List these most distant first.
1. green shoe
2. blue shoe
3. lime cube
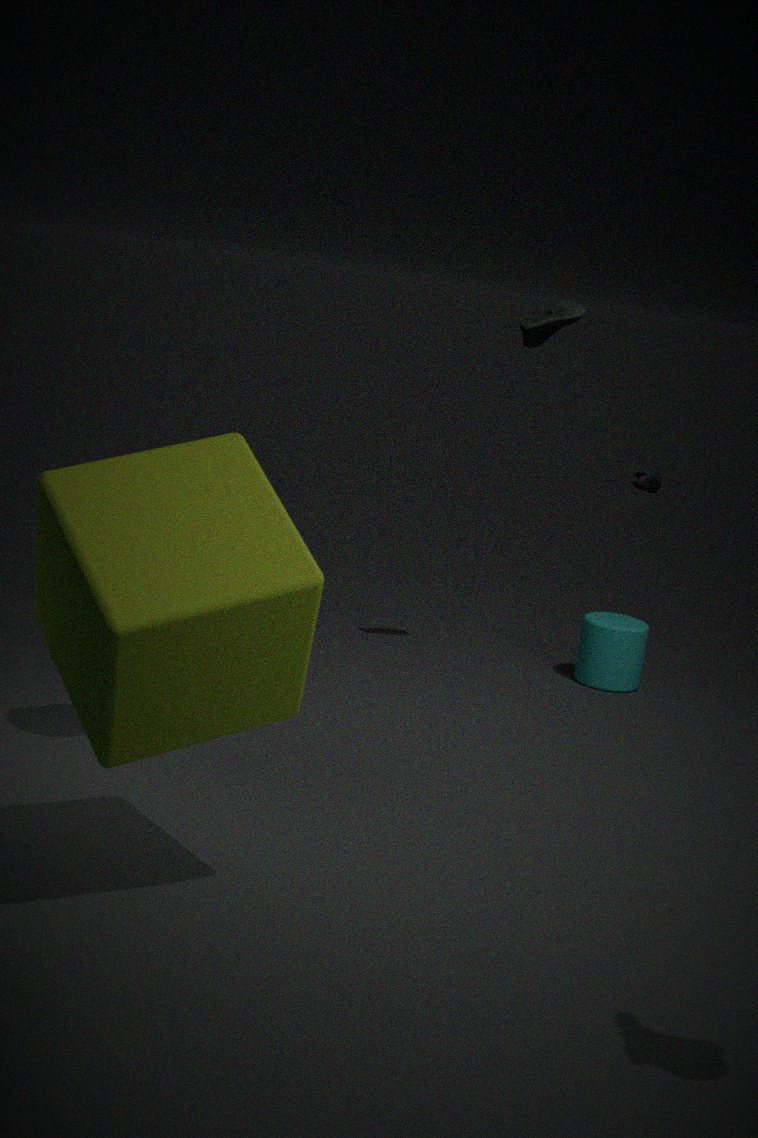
blue shoe, green shoe, lime cube
